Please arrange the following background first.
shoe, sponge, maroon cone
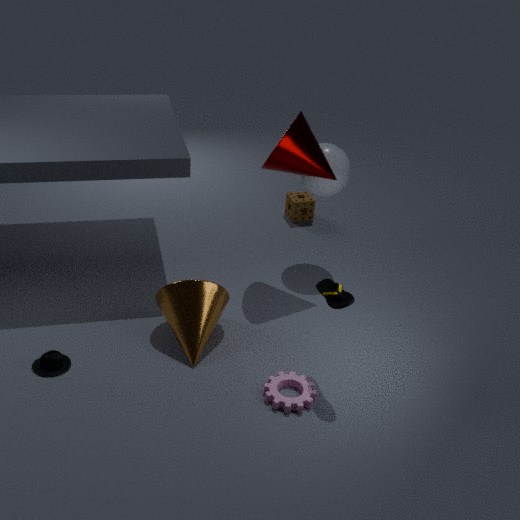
sponge, maroon cone, shoe
